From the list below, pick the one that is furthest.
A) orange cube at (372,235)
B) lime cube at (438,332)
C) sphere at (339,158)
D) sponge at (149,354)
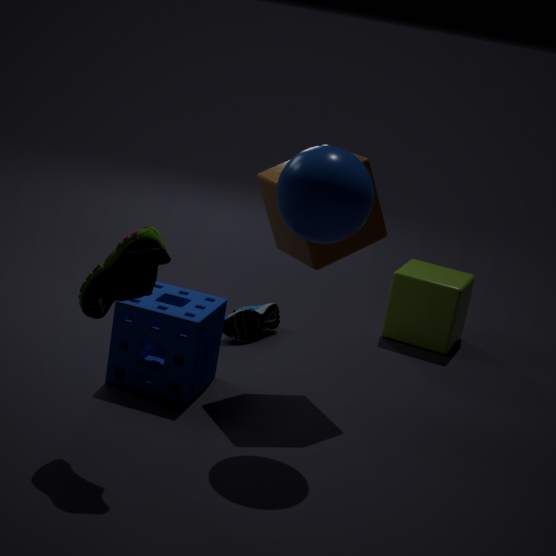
lime cube at (438,332)
